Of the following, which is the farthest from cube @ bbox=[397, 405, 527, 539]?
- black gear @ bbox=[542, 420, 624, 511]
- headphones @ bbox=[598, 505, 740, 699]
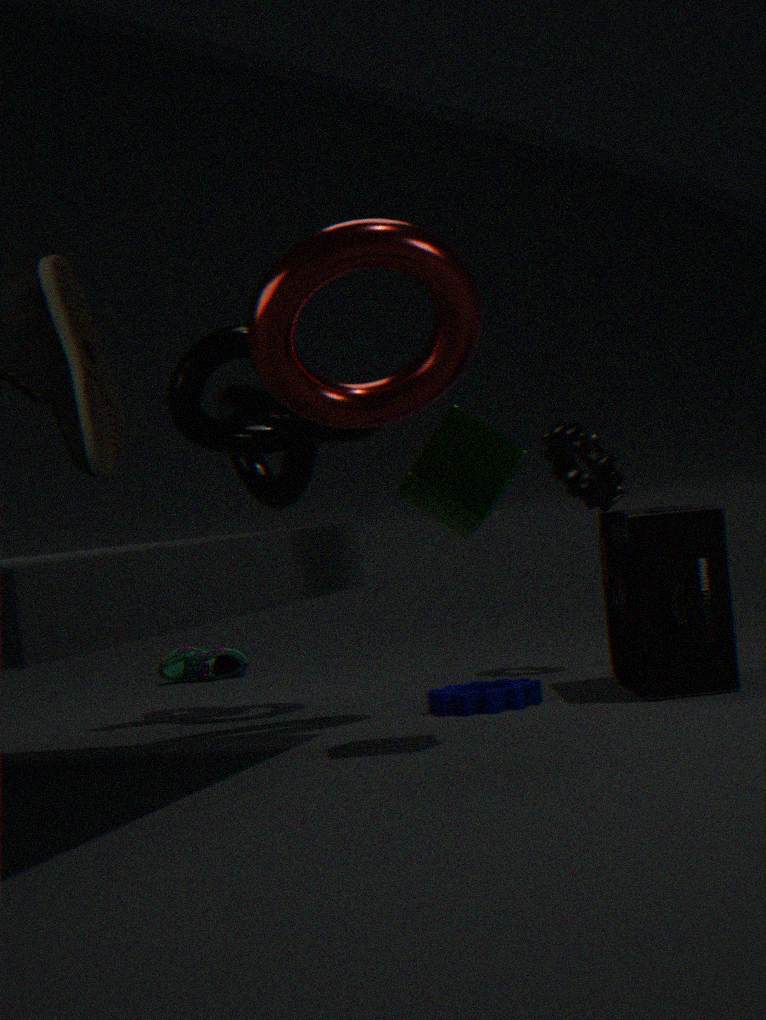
black gear @ bbox=[542, 420, 624, 511]
